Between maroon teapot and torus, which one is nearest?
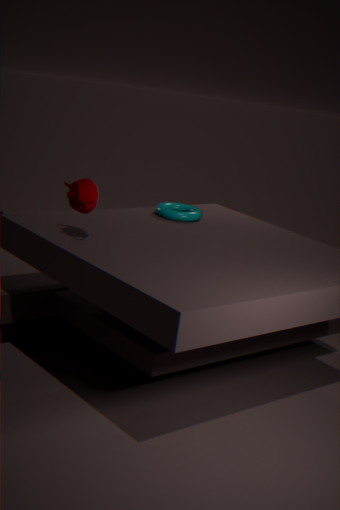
maroon teapot
